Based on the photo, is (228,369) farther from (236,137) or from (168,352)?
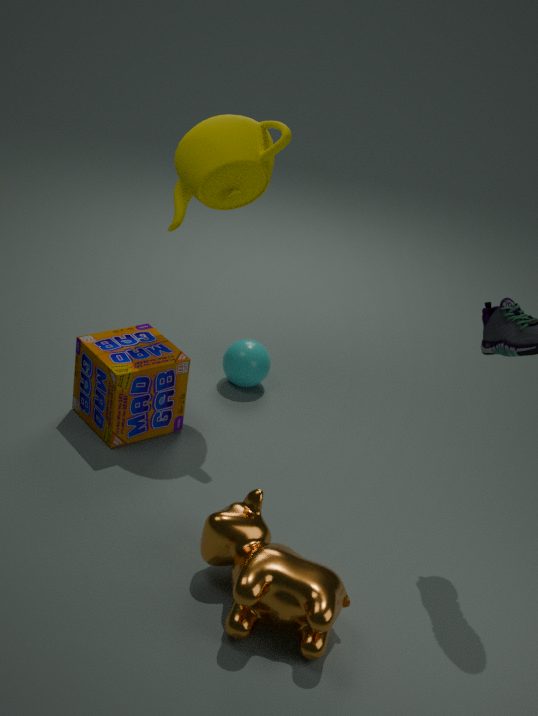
(236,137)
